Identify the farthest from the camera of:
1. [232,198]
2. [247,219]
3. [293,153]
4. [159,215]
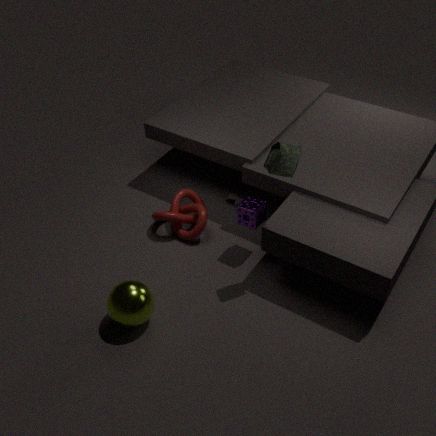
[232,198]
